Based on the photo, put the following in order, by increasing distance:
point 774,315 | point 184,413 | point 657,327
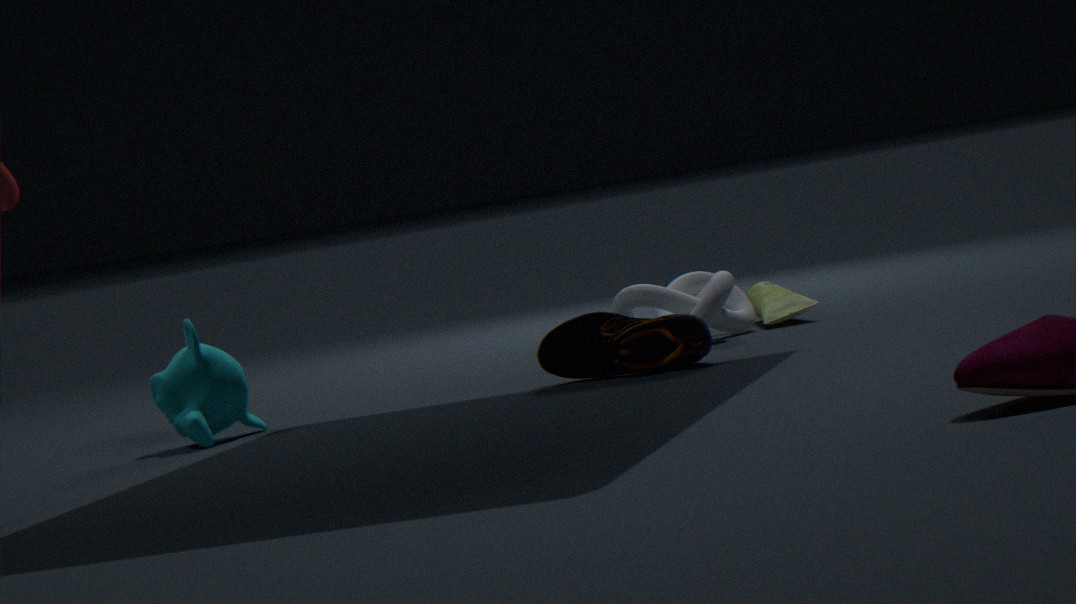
point 657,327, point 184,413, point 774,315
